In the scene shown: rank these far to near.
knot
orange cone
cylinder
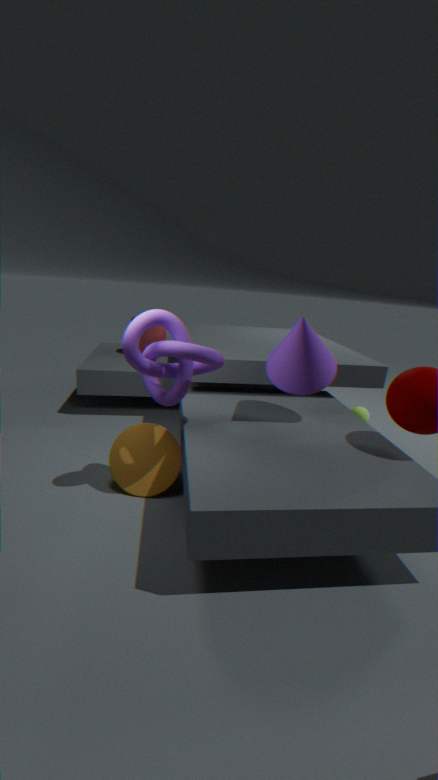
cylinder
orange cone
knot
